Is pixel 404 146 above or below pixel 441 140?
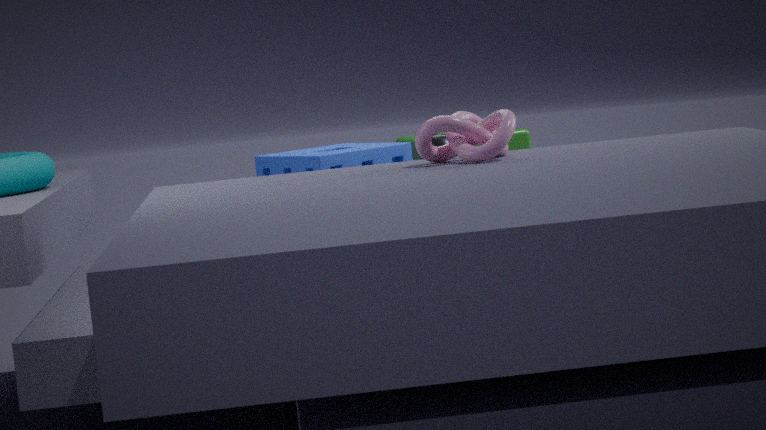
above
